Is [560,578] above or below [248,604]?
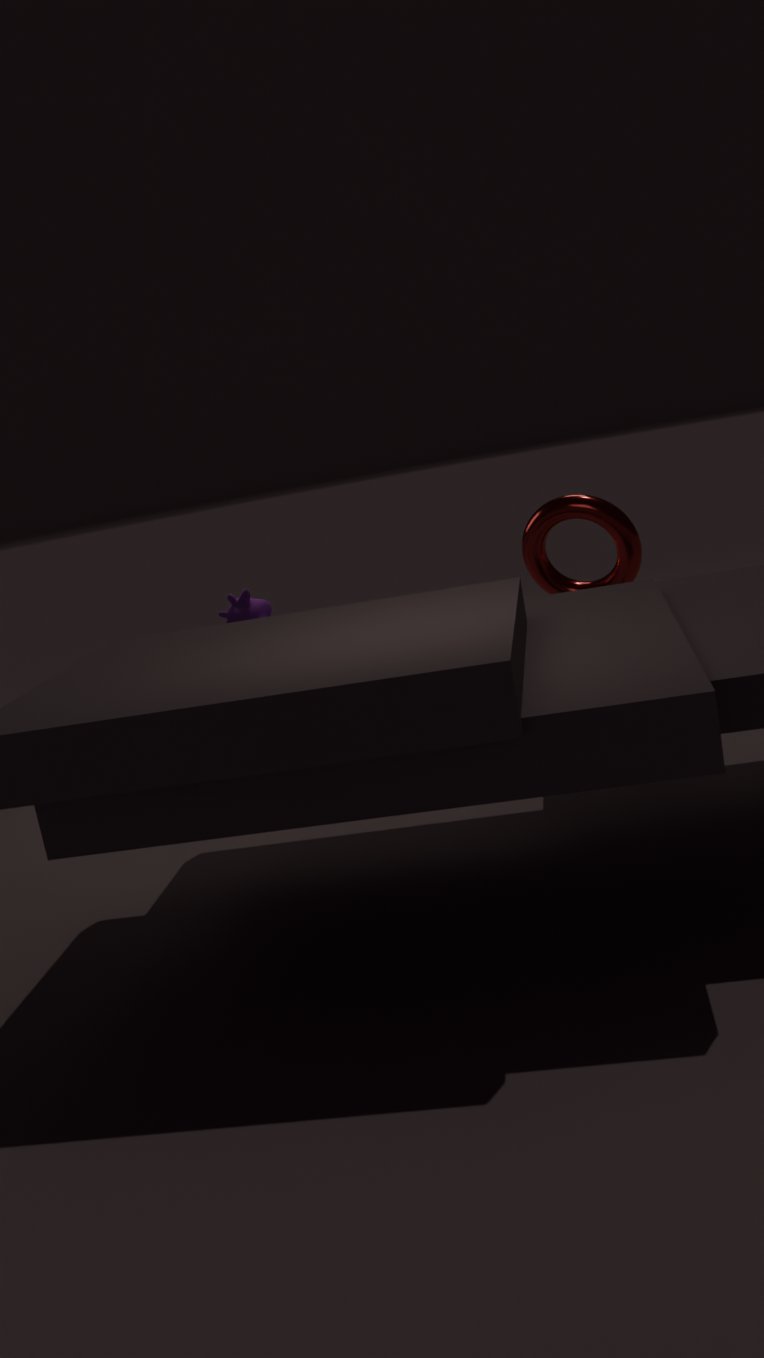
above
